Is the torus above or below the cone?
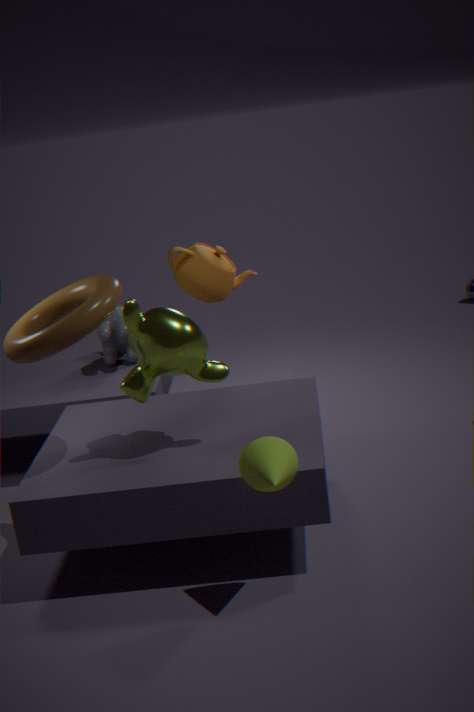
above
